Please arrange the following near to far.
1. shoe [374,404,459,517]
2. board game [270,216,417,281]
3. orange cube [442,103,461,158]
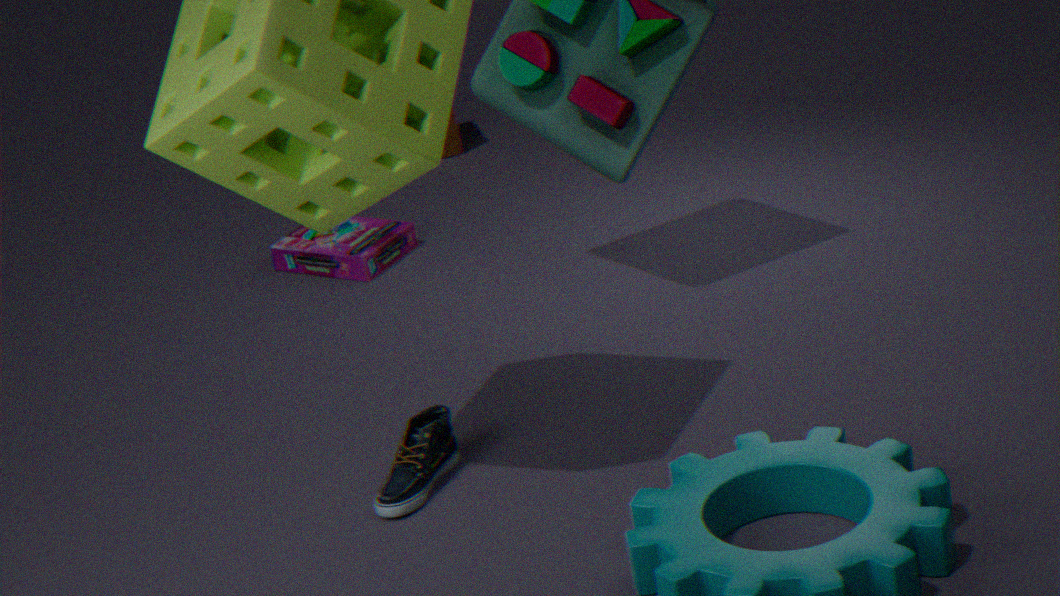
shoe [374,404,459,517] < board game [270,216,417,281] < orange cube [442,103,461,158]
